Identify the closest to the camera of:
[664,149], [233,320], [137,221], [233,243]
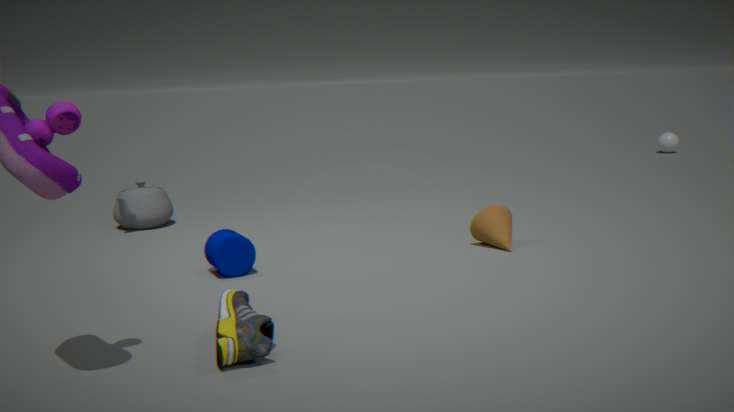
[233,320]
